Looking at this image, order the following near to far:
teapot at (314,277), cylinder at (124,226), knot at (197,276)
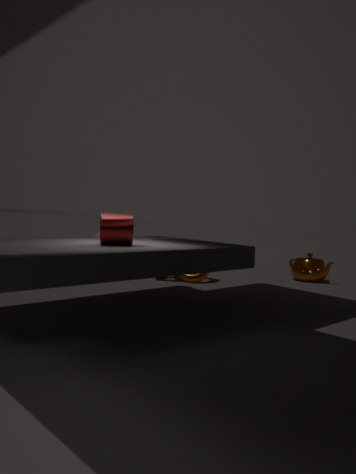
1. cylinder at (124,226)
2. knot at (197,276)
3. teapot at (314,277)
